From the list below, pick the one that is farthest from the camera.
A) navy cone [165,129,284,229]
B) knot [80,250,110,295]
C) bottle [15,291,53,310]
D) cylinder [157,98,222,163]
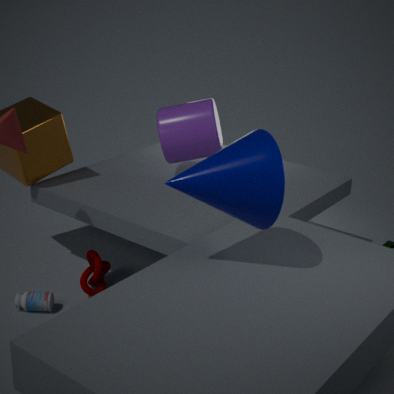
cylinder [157,98,222,163]
